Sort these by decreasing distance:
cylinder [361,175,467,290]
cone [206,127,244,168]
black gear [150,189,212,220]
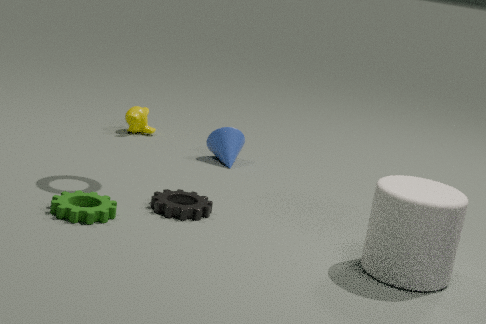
cone [206,127,244,168], black gear [150,189,212,220], cylinder [361,175,467,290]
